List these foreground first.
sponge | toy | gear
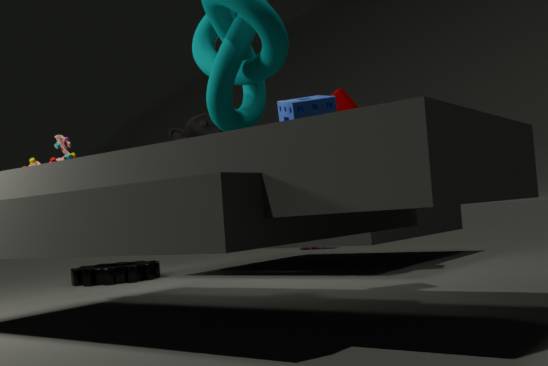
sponge
toy
gear
